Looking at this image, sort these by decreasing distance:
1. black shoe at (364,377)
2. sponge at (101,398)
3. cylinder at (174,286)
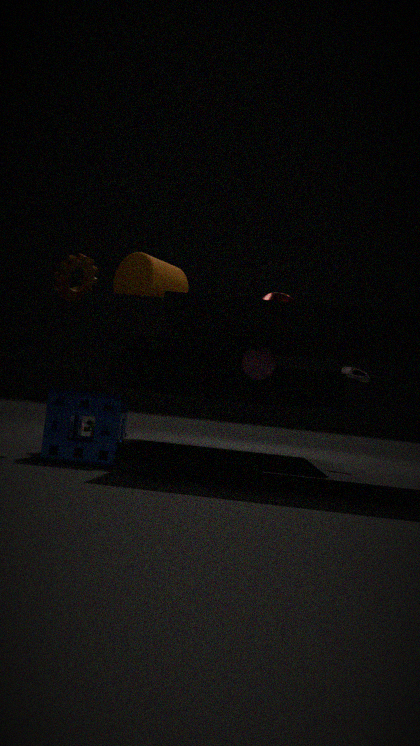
black shoe at (364,377), cylinder at (174,286), sponge at (101,398)
